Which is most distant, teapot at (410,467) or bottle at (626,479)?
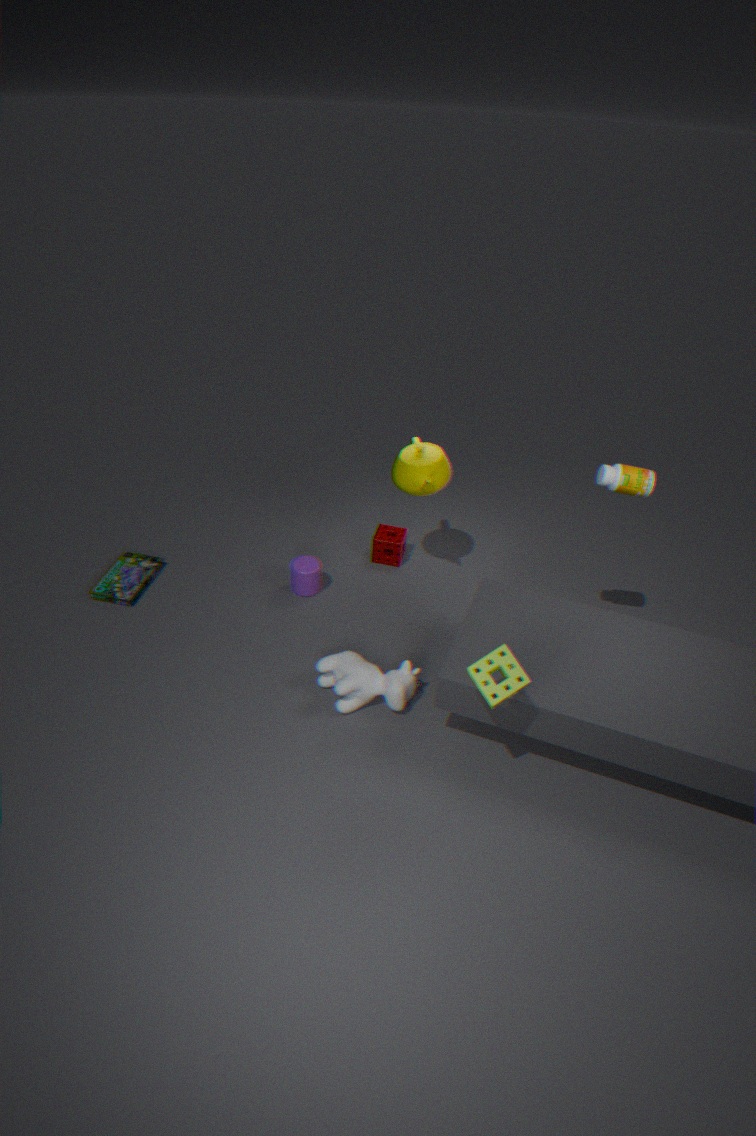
teapot at (410,467)
